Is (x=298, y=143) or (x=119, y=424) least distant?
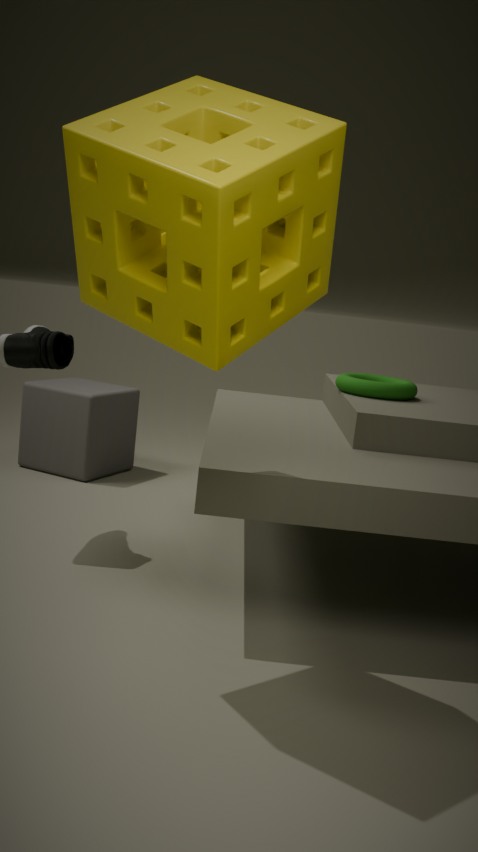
(x=298, y=143)
